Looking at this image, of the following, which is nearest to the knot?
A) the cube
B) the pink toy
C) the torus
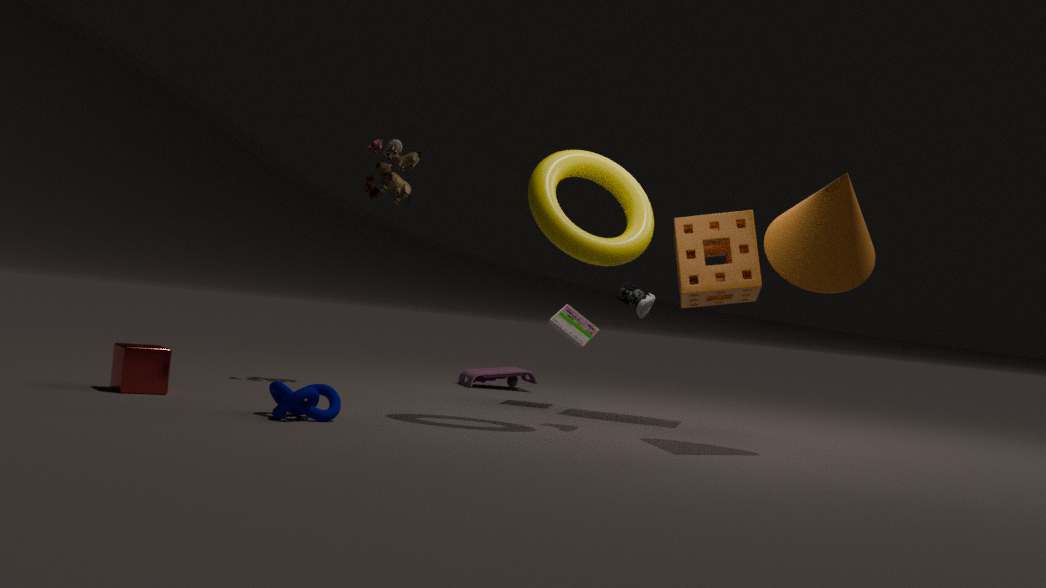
the cube
